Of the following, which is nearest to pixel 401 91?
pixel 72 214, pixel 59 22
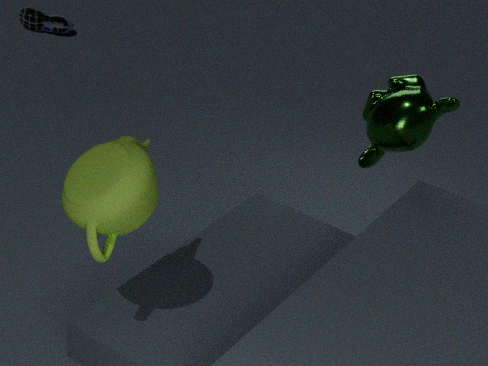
pixel 72 214
